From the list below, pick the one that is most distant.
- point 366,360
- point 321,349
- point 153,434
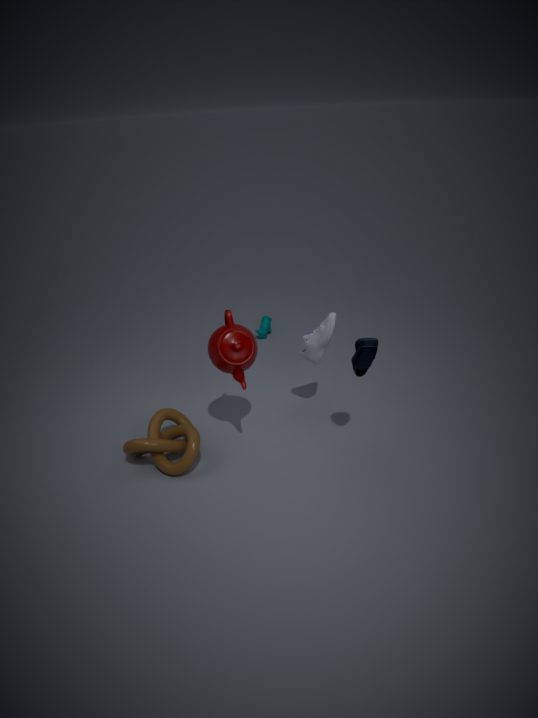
point 321,349
